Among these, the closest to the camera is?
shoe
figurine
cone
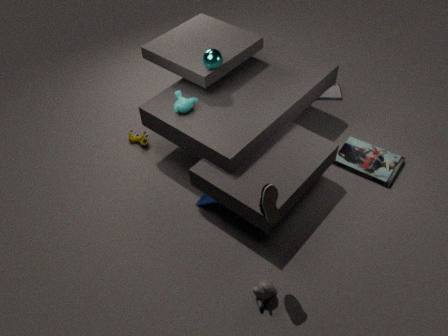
shoe
